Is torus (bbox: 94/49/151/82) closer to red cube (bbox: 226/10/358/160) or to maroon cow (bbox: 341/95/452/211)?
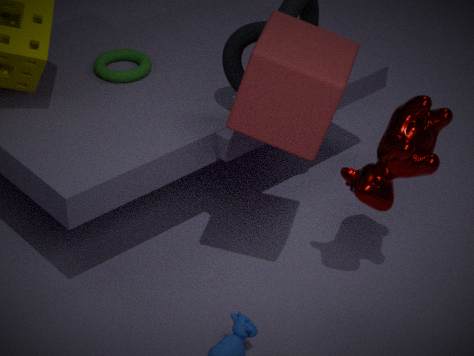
red cube (bbox: 226/10/358/160)
